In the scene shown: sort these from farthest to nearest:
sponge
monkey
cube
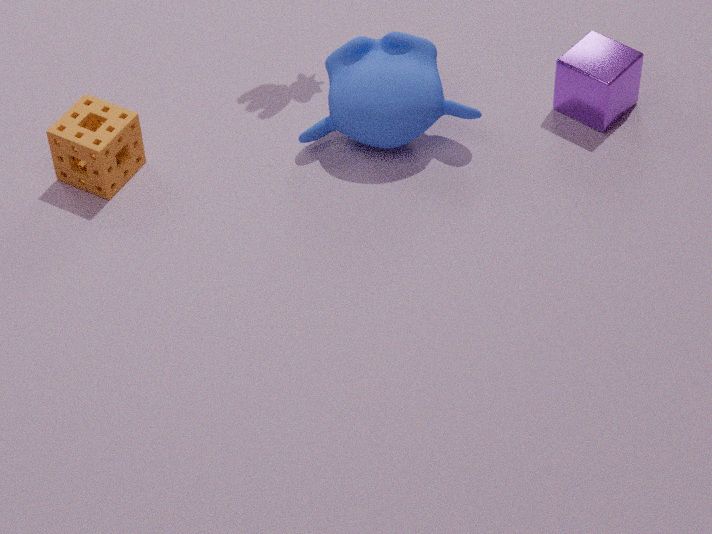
cube, monkey, sponge
